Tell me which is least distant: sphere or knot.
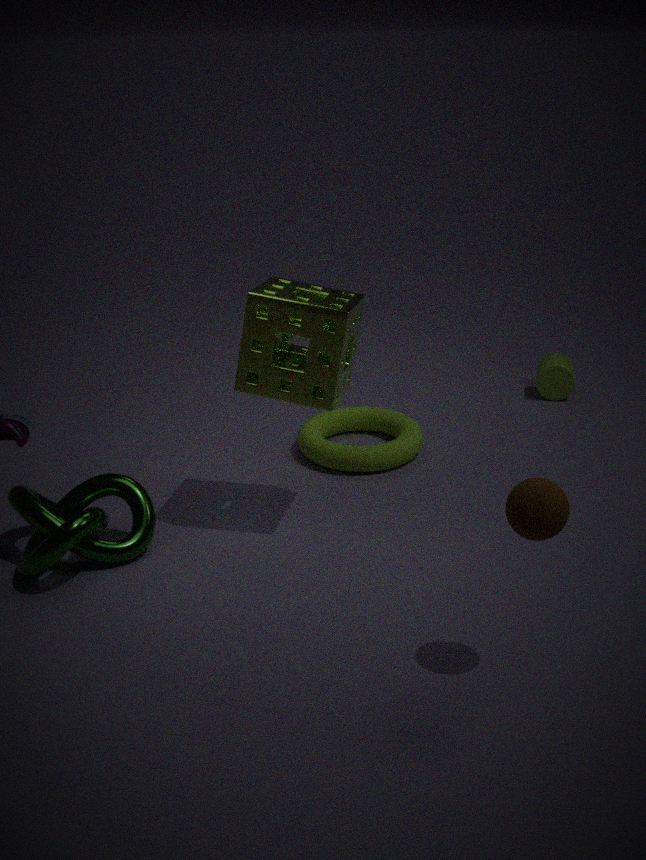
sphere
